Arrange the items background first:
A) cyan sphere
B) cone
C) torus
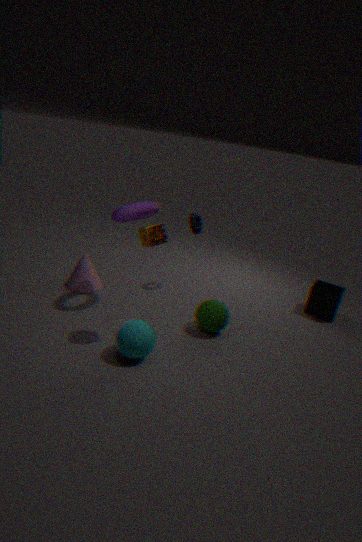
cone → torus → cyan sphere
